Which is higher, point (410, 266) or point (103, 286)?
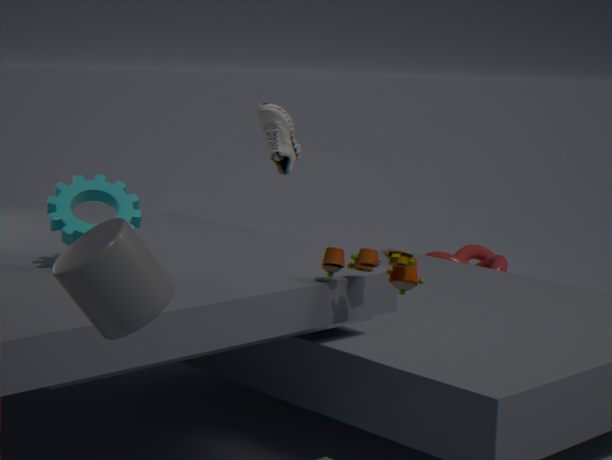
point (103, 286)
